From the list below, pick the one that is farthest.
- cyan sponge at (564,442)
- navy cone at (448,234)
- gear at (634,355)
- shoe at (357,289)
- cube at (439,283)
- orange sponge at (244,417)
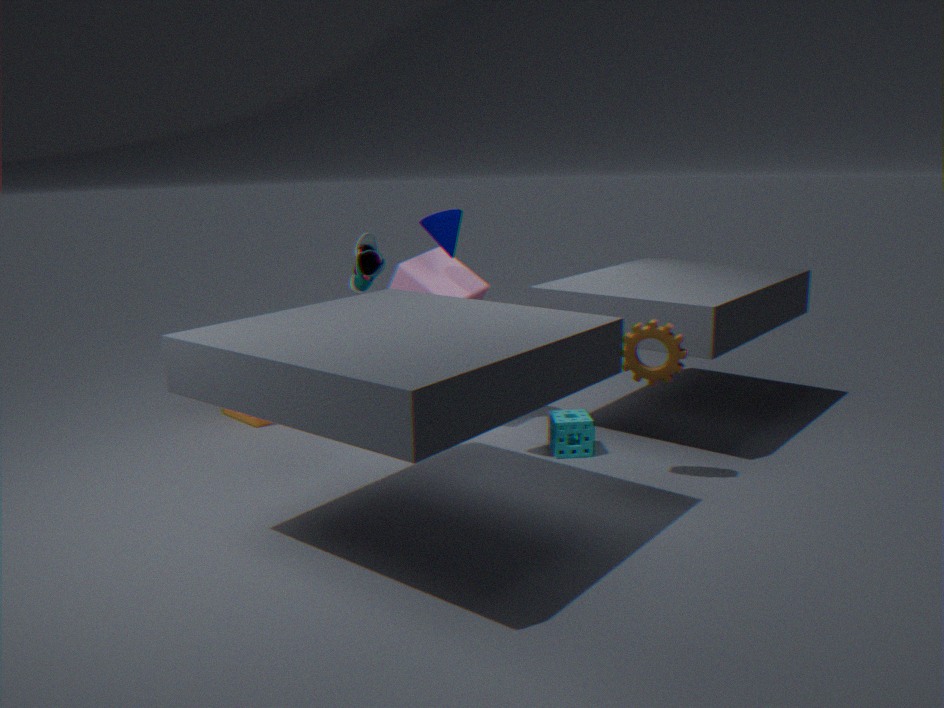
orange sponge at (244,417)
